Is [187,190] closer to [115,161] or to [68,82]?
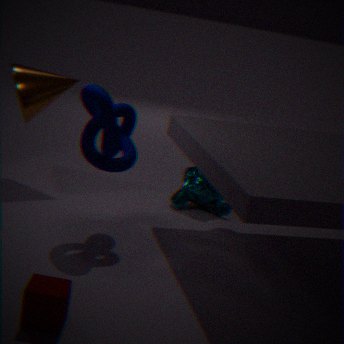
[115,161]
